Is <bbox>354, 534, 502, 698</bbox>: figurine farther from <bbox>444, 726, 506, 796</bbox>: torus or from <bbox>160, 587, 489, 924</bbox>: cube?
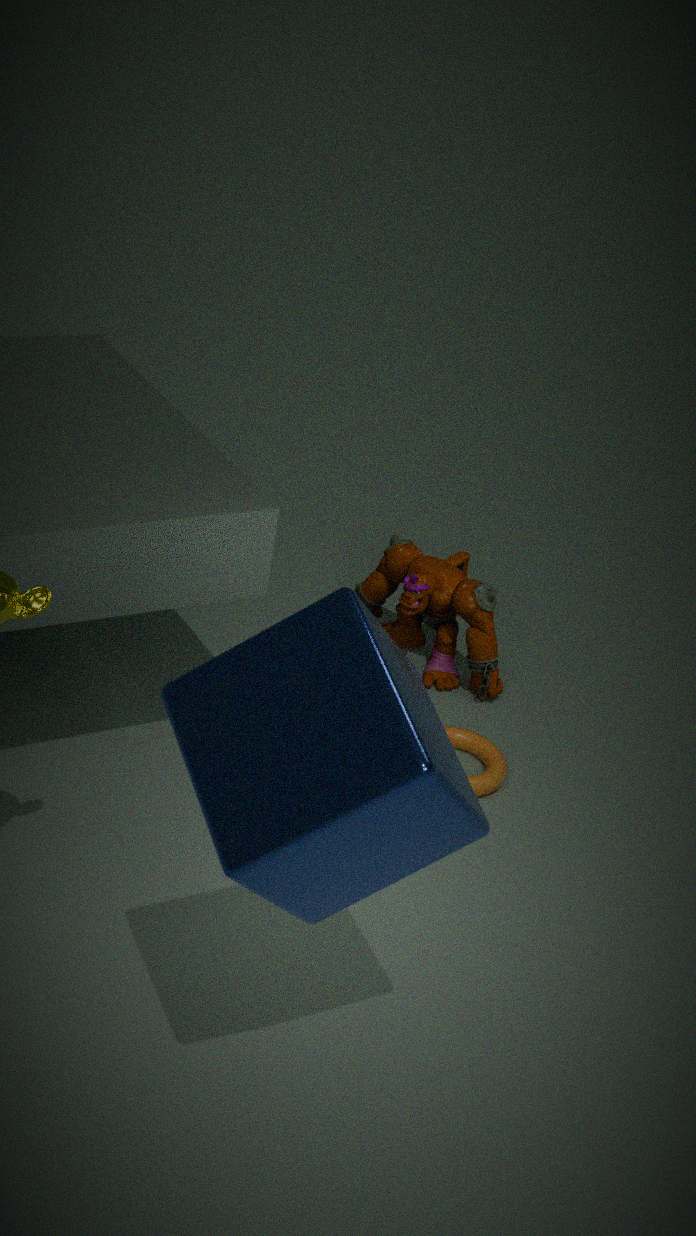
<bbox>160, 587, 489, 924</bbox>: cube
